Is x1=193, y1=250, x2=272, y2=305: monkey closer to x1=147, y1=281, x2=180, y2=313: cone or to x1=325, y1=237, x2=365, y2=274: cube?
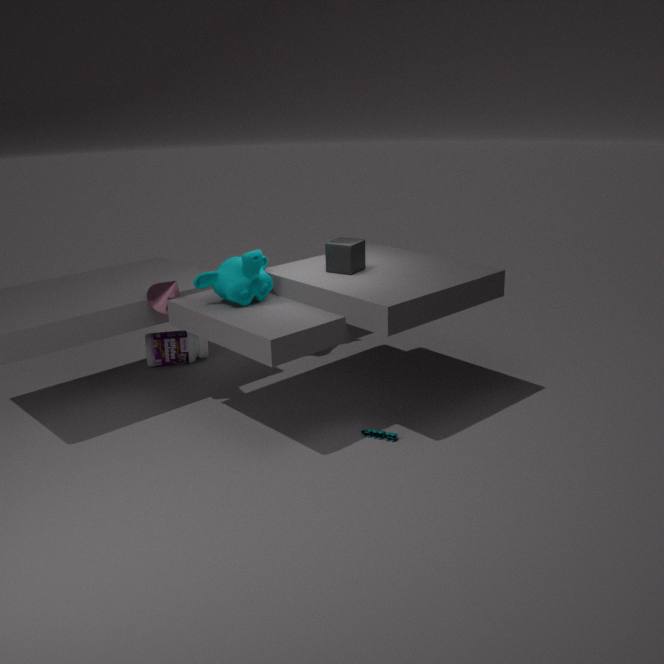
x1=147, y1=281, x2=180, y2=313: cone
